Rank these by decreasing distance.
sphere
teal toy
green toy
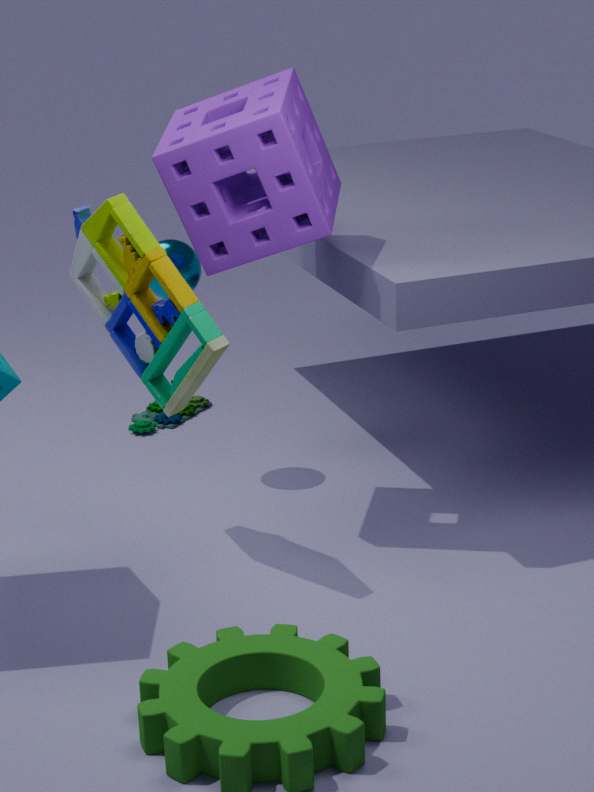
teal toy
sphere
green toy
